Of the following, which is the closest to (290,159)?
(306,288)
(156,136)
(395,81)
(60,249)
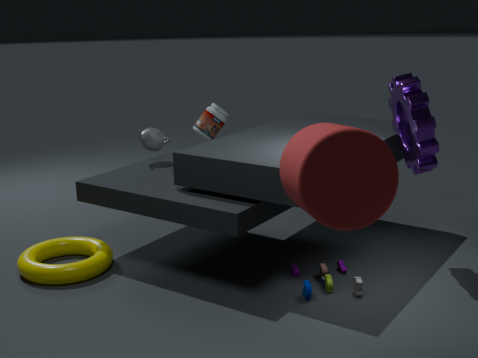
(306,288)
